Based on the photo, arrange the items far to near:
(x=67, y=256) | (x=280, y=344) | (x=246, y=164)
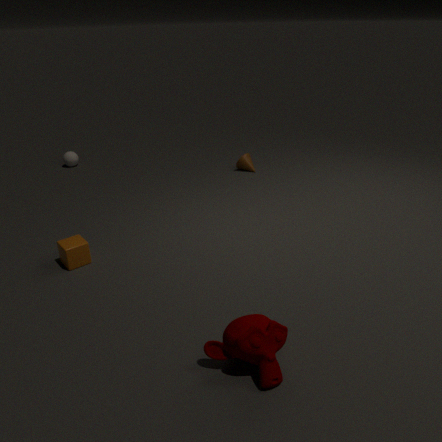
(x=246, y=164) → (x=67, y=256) → (x=280, y=344)
